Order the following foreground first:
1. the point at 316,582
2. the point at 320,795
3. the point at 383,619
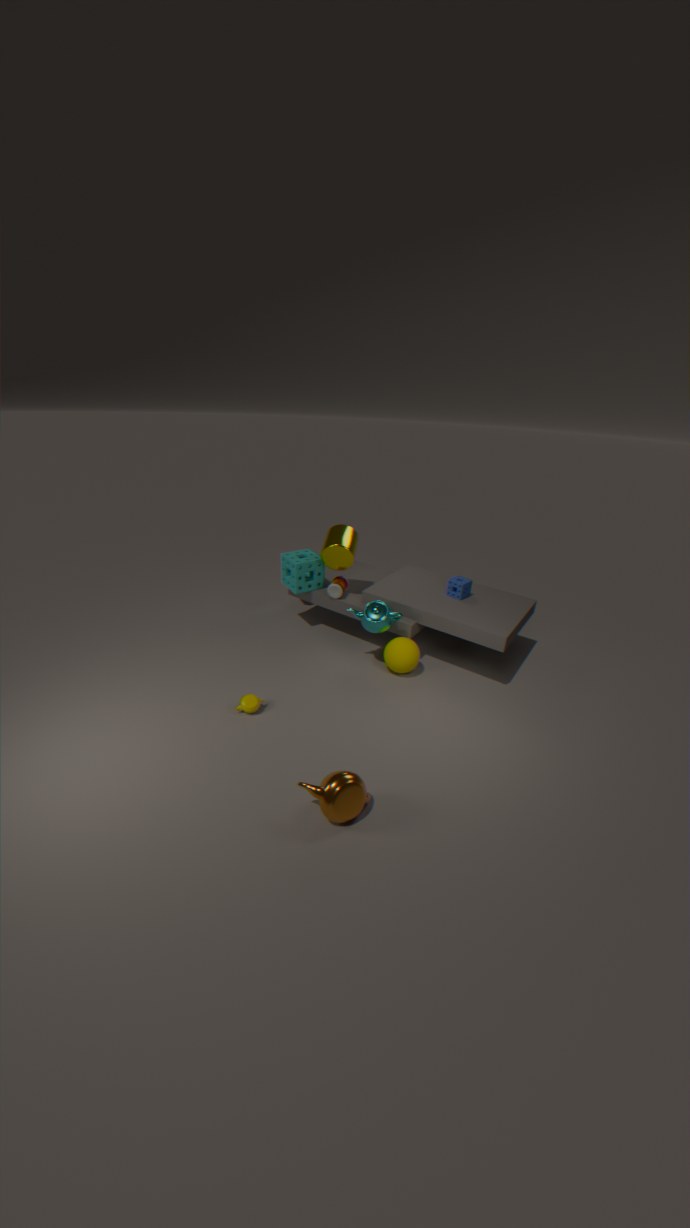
the point at 320,795 < the point at 383,619 < the point at 316,582
